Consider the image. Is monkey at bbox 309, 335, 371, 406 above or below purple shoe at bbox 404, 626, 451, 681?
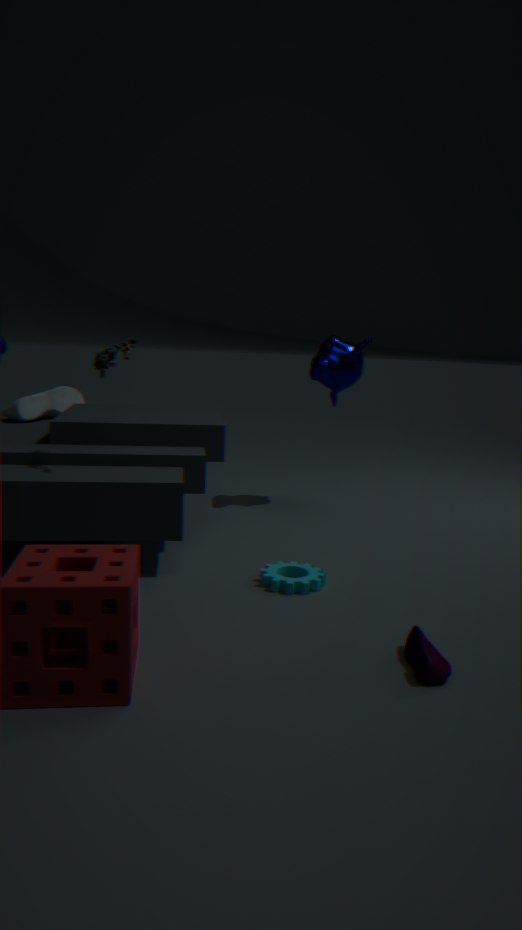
above
